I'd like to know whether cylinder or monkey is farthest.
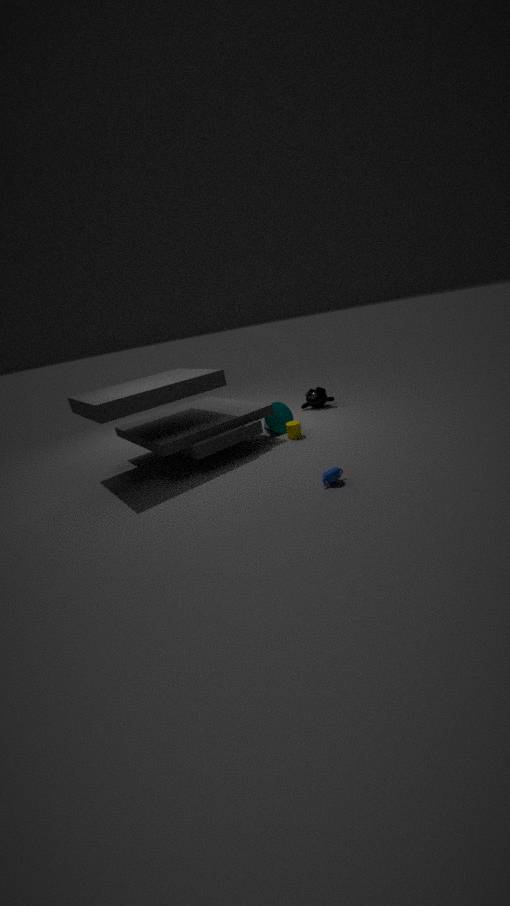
monkey
